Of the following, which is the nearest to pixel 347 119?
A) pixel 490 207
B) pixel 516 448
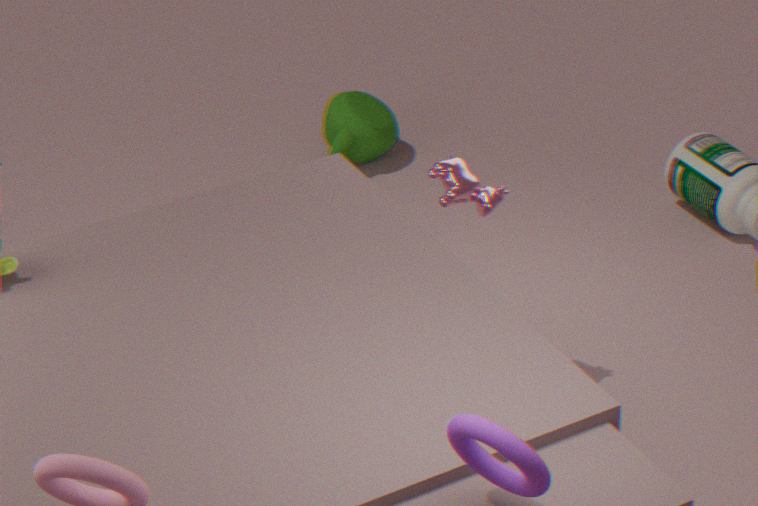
pixel 490 207
